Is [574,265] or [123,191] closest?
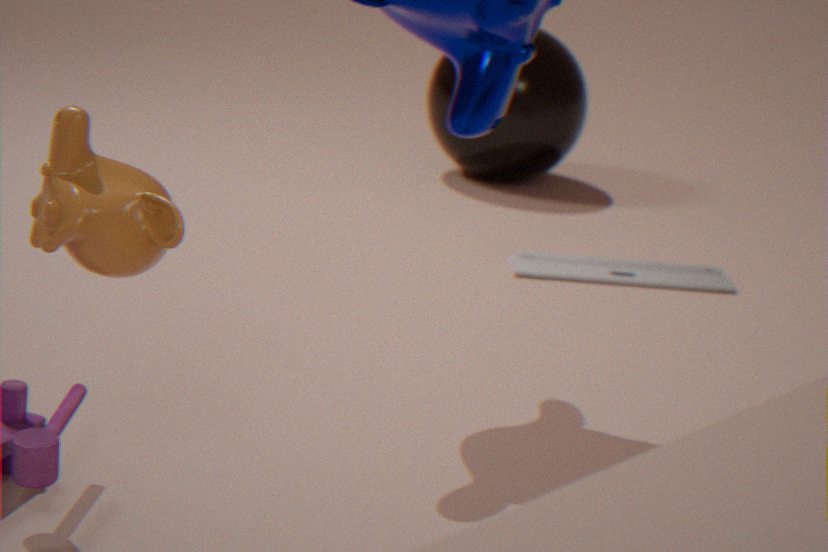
[123,191]
